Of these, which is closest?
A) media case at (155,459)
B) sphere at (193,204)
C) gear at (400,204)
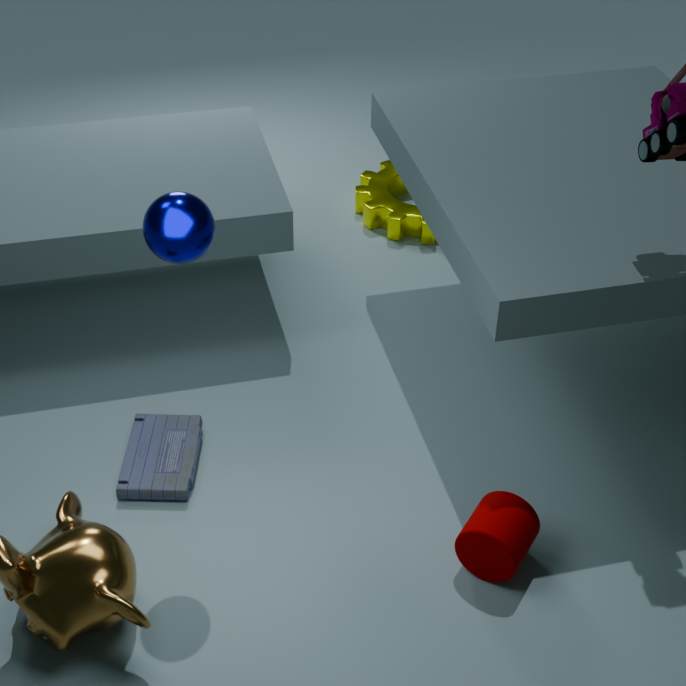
sphere at (193,204)
